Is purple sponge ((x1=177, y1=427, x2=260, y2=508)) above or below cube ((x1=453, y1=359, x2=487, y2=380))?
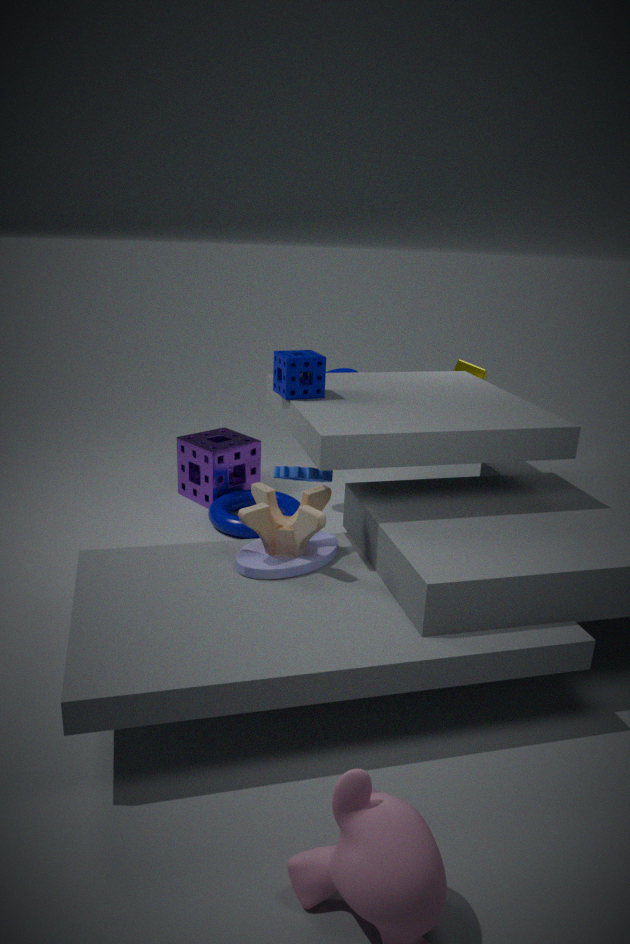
below
